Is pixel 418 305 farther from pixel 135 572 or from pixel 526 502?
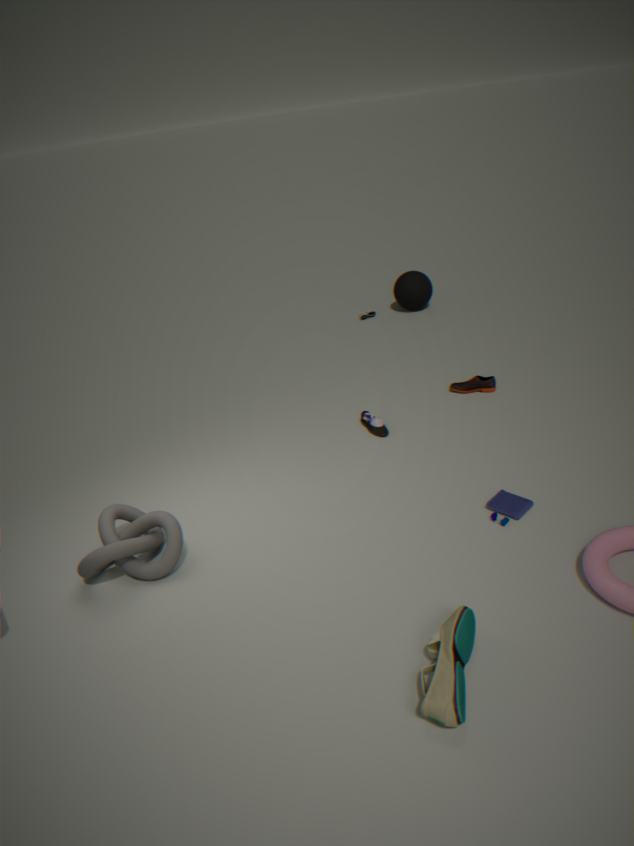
pixel 135 572
